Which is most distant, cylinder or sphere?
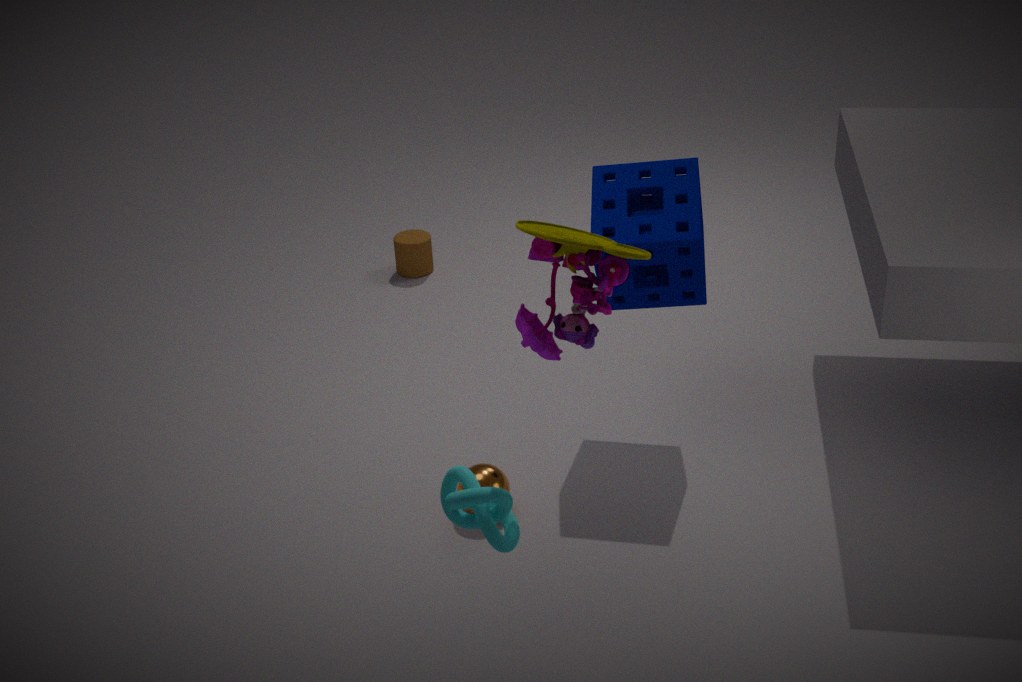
cylinder
